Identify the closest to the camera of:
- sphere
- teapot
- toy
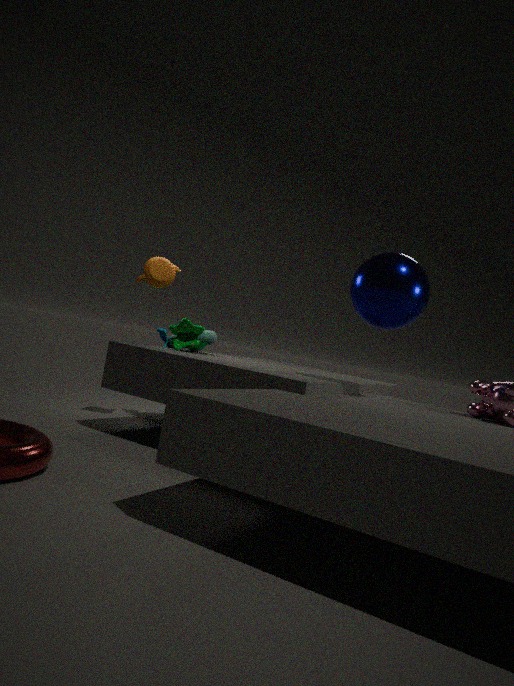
sphere
